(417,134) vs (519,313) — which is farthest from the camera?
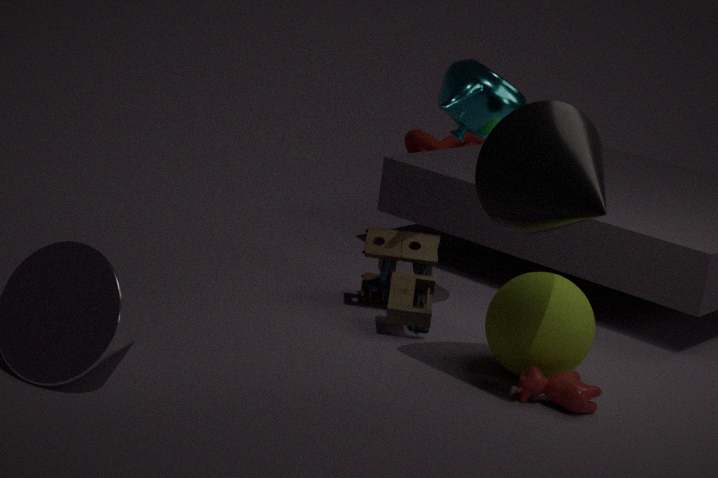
(417,134)
